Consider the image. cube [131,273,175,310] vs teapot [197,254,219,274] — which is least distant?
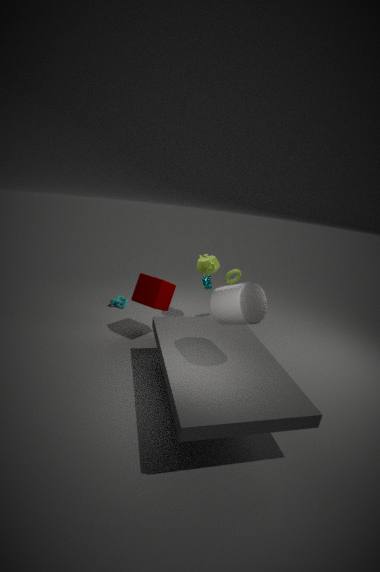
cube [131,273,175,310]
